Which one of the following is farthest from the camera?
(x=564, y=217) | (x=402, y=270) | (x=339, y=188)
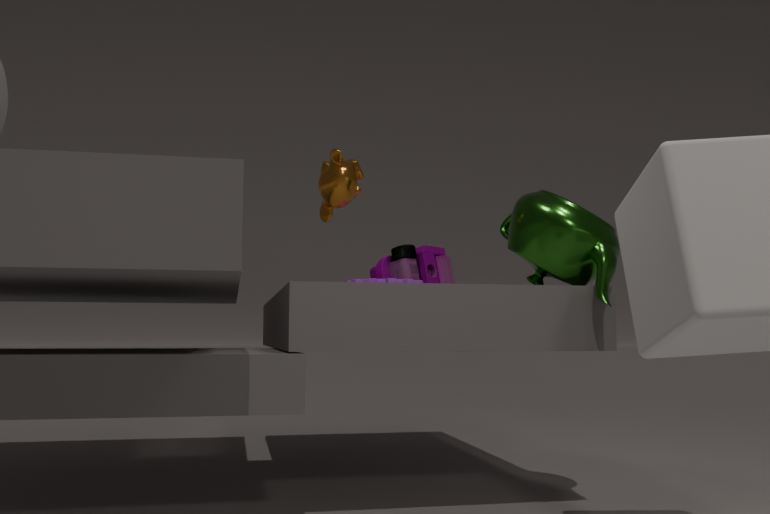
(x=402, y=270)
